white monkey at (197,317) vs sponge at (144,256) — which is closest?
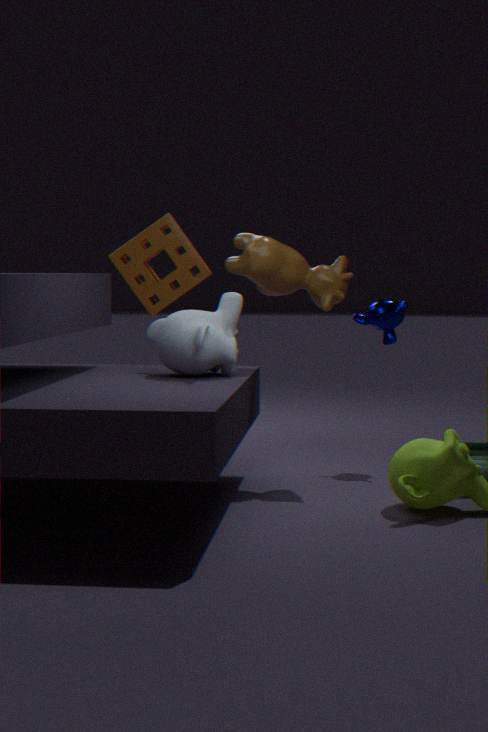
white monkey at (197,317)
